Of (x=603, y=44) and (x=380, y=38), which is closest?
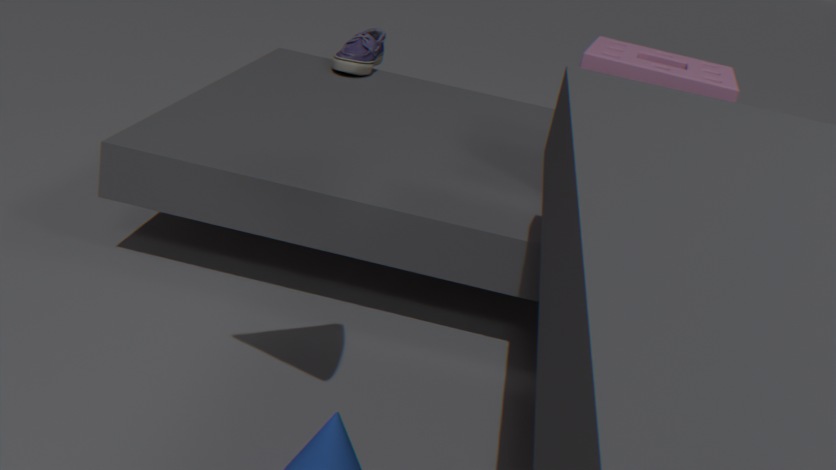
(x=603, y=44)
